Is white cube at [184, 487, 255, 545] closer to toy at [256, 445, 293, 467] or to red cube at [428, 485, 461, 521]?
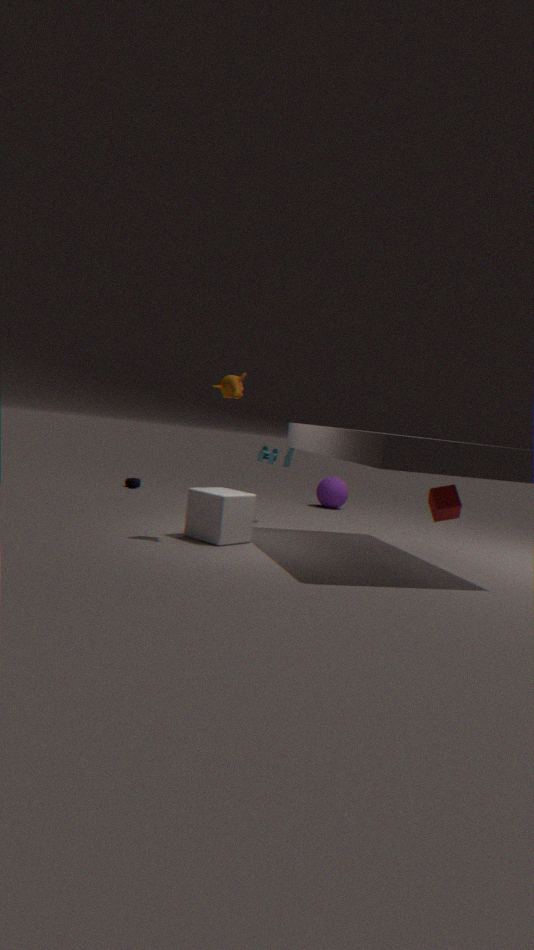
toy at [256, 445, 293, 467]
